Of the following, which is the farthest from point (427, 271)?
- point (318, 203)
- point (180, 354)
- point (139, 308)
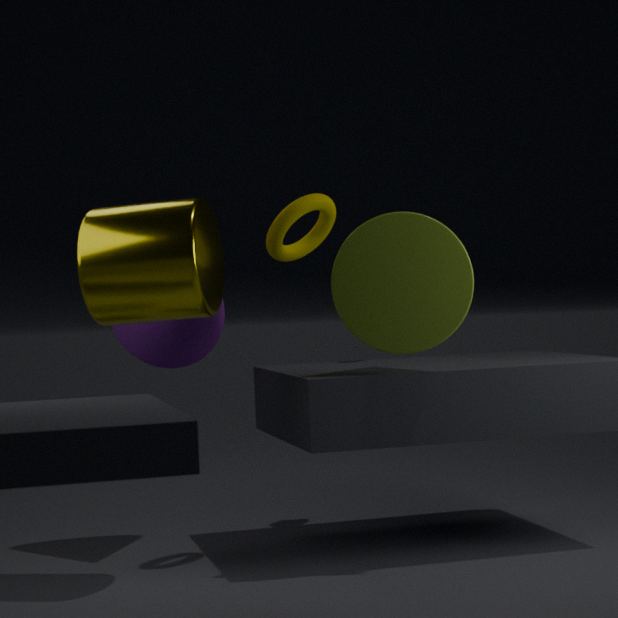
point (180, 354)
